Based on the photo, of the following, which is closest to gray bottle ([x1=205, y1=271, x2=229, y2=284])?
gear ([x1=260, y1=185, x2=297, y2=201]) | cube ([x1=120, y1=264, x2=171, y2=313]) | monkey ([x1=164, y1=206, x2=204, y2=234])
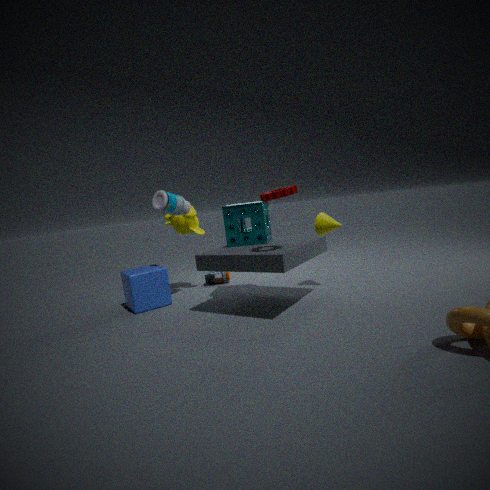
monkey ([x1=164, y1=206, x2=204, y2=234])
